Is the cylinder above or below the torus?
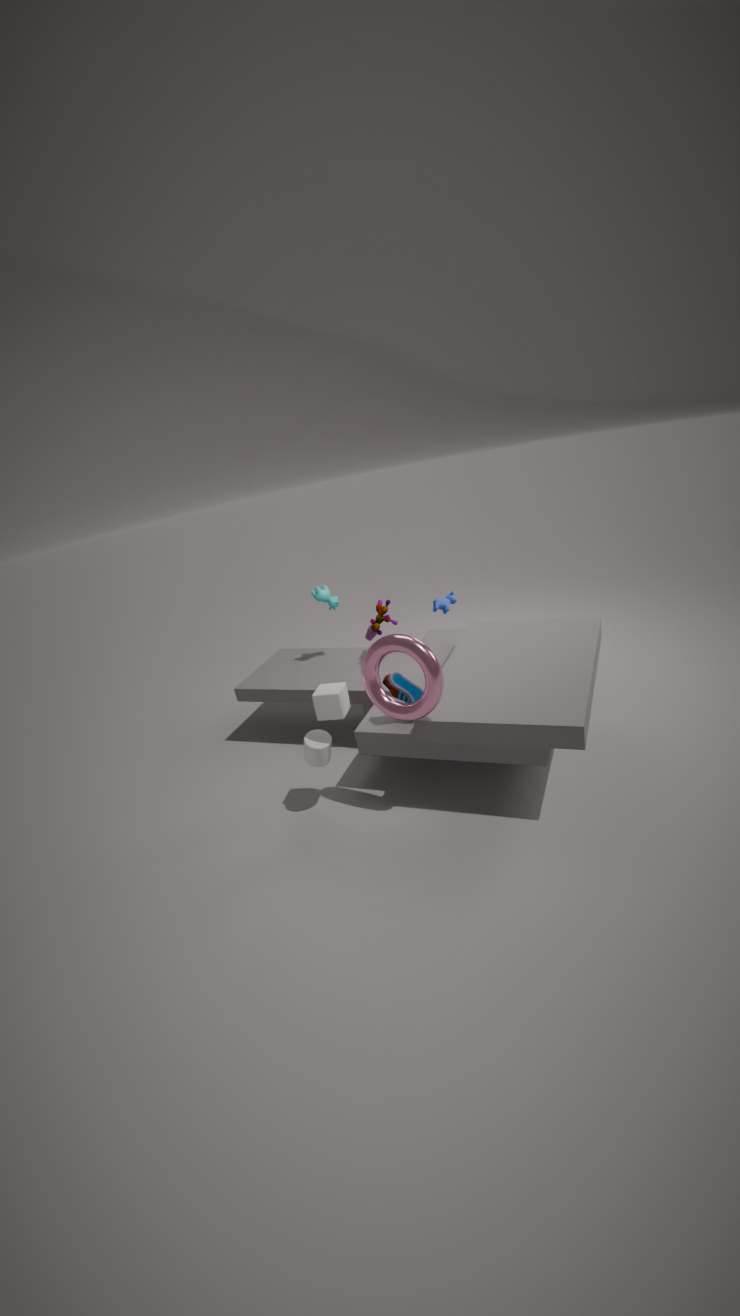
below
